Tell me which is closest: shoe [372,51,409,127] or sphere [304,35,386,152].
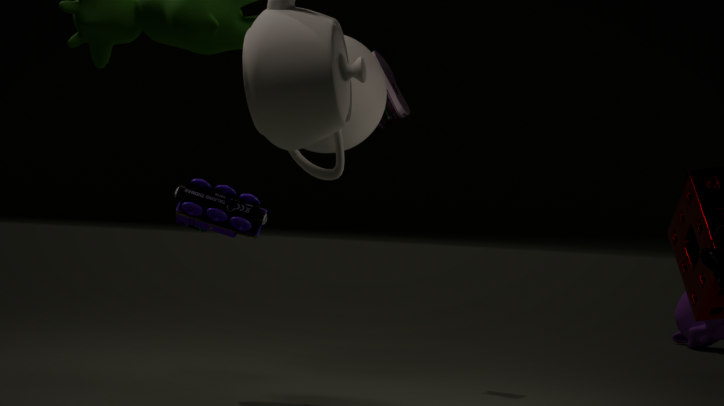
sphere [304,35,386,152]
